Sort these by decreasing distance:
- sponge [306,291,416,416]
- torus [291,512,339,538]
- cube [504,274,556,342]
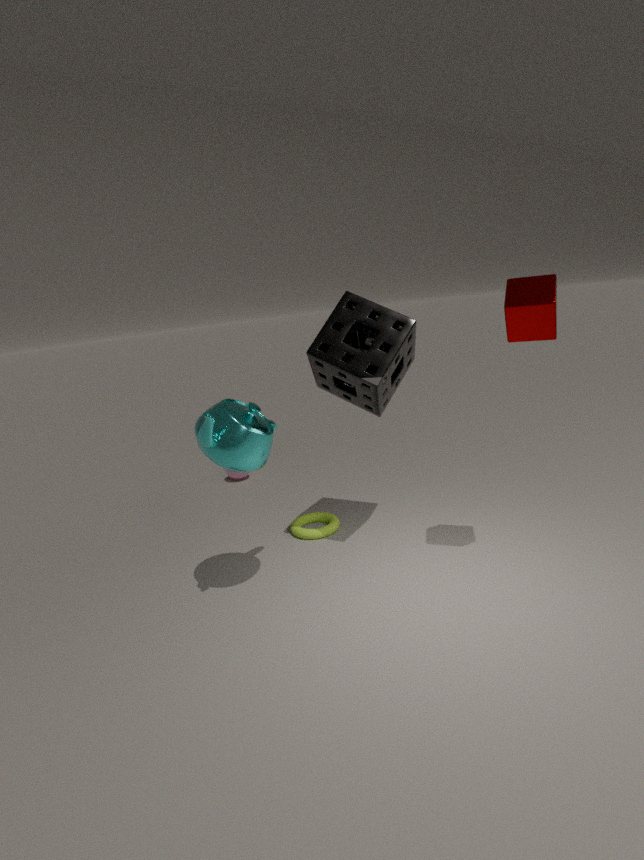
torus [291,512,339,538], sponge [306,291,416,416], cube [504,274,556,342]
